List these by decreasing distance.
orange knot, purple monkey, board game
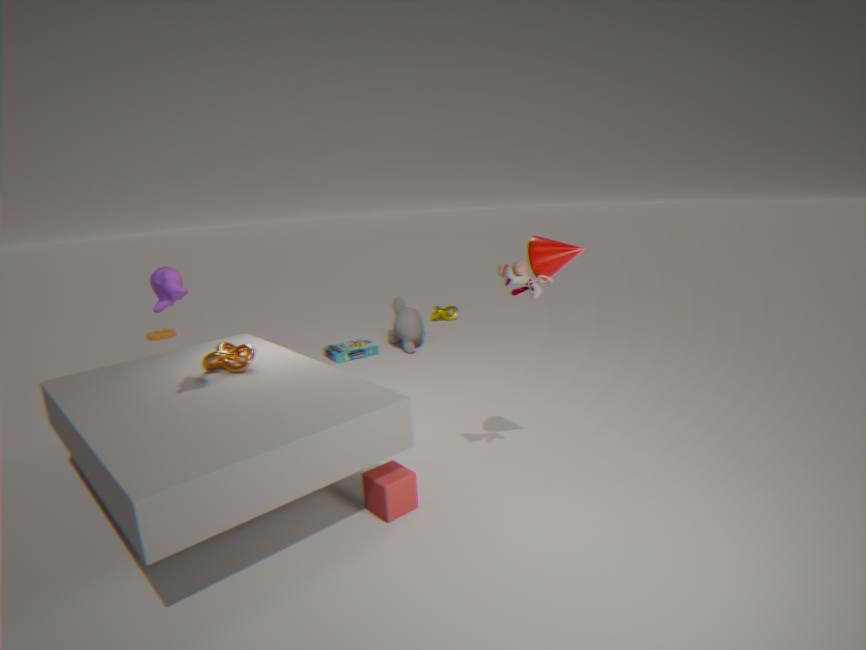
board game → orange knot → purple monkey
